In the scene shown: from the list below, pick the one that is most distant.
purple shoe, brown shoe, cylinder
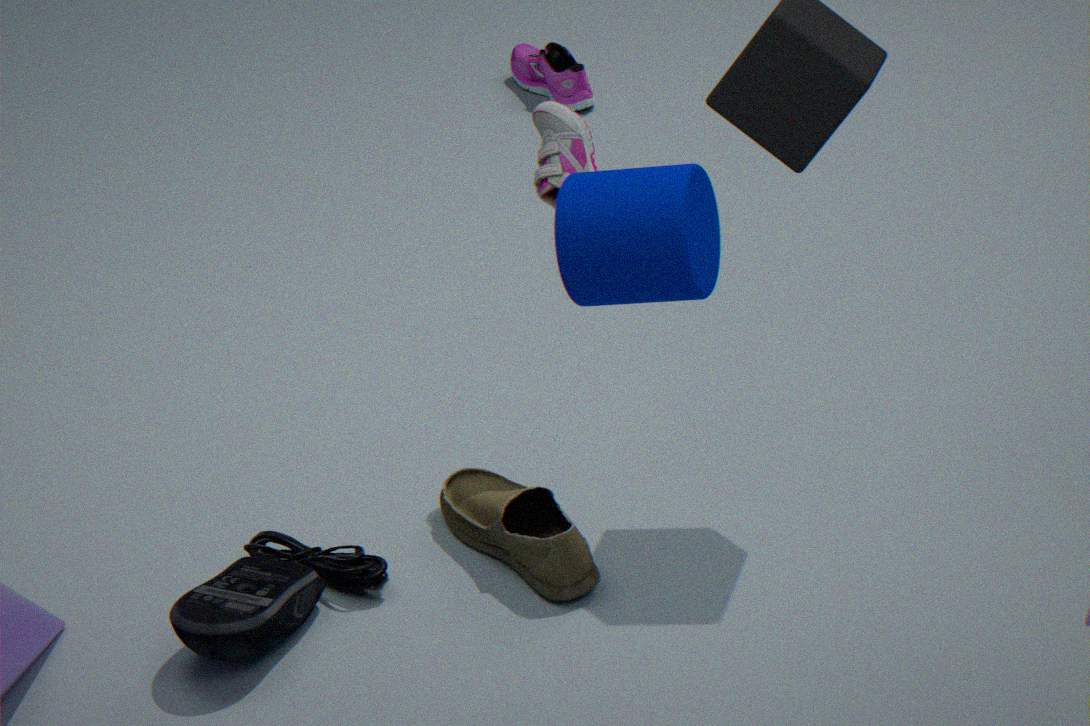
purple shoe
